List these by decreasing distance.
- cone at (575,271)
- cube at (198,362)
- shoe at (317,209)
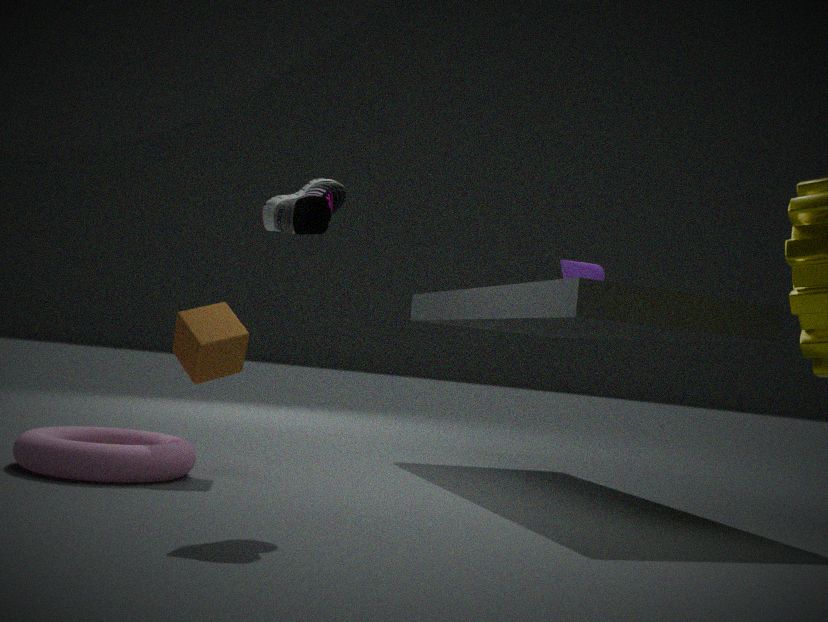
cone at (575,271) → cube at (198,362) → shoe at (317,209)
